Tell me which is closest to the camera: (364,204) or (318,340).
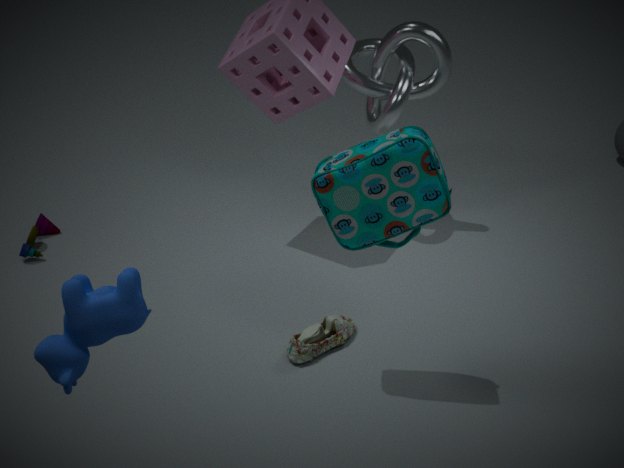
(364,204)
